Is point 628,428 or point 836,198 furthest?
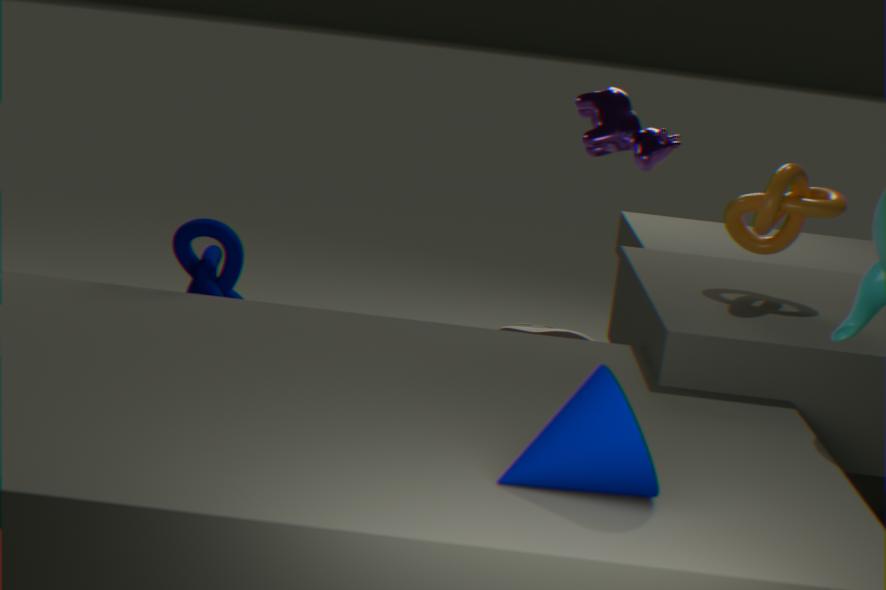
point 836,198
